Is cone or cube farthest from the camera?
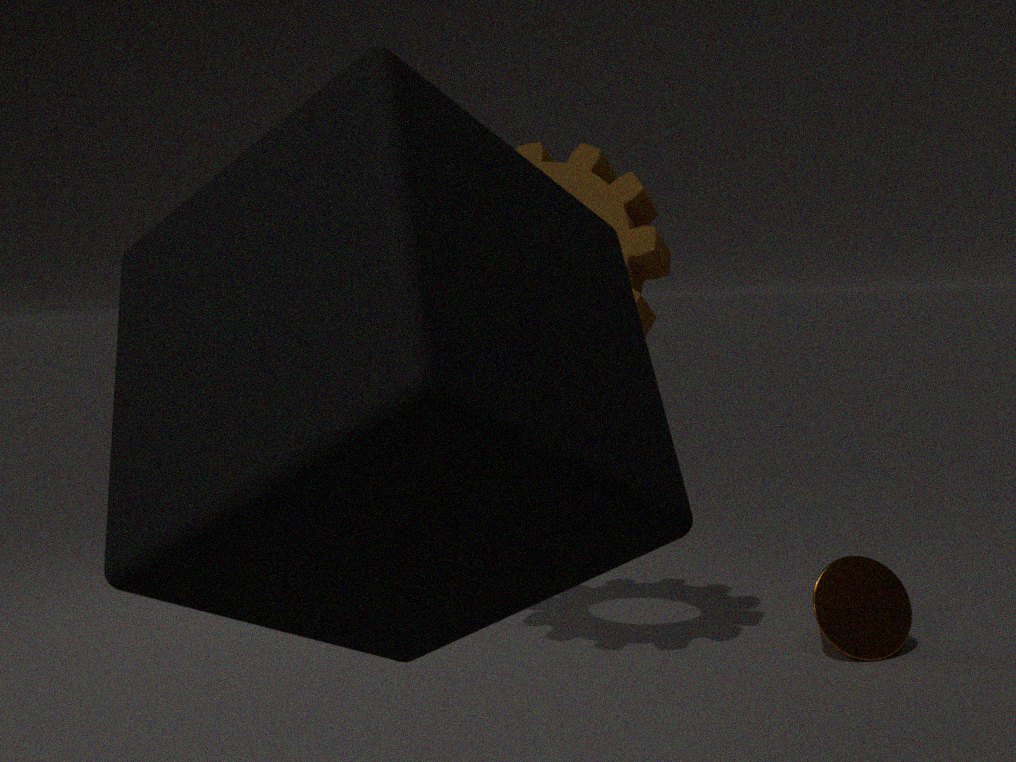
cone
